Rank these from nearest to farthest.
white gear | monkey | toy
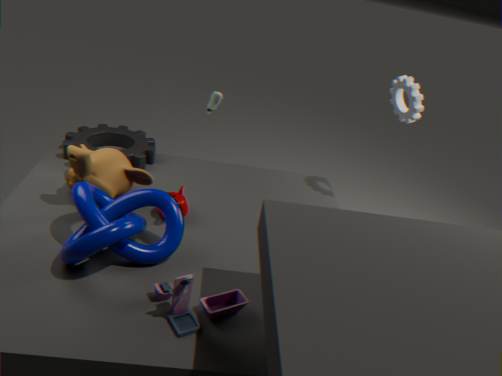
toy → monkey → white gear
